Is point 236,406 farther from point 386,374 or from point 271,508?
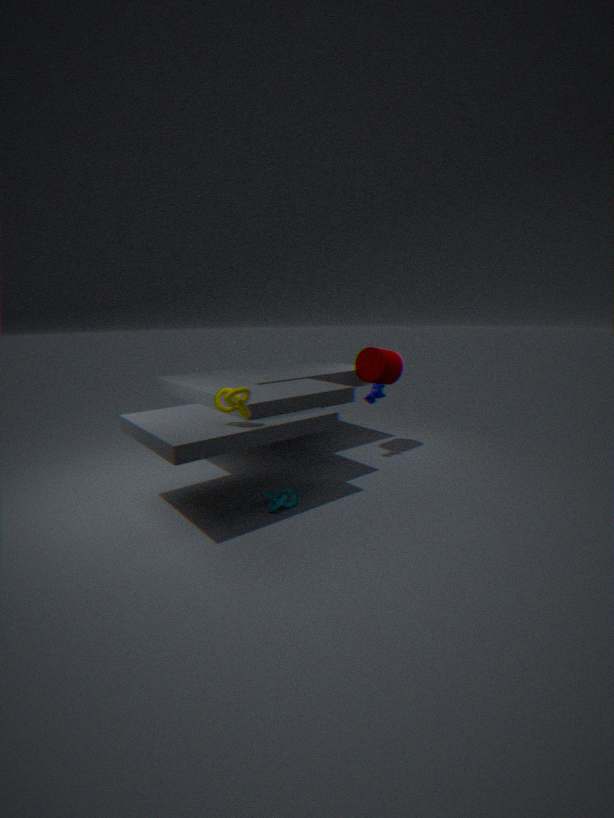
point 386,374
